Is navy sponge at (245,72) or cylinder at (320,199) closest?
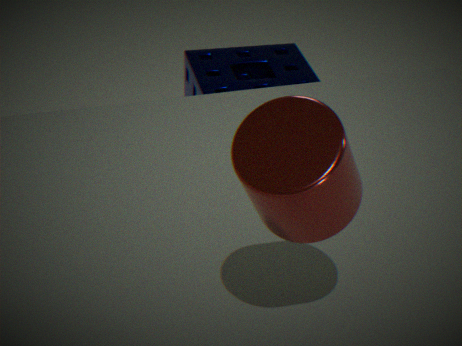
cylinder at (320,199)
